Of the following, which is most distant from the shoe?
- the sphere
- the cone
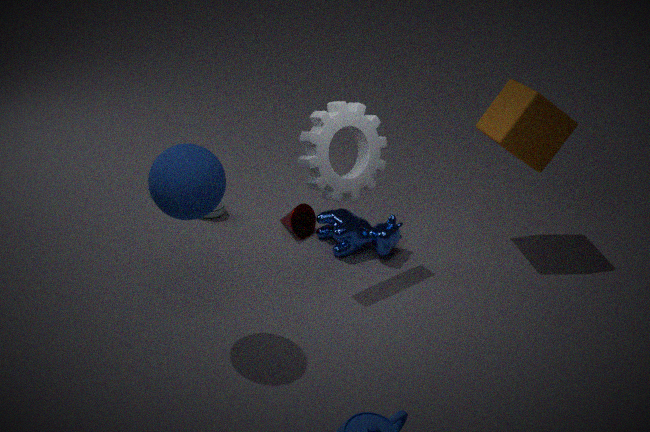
the sphere
